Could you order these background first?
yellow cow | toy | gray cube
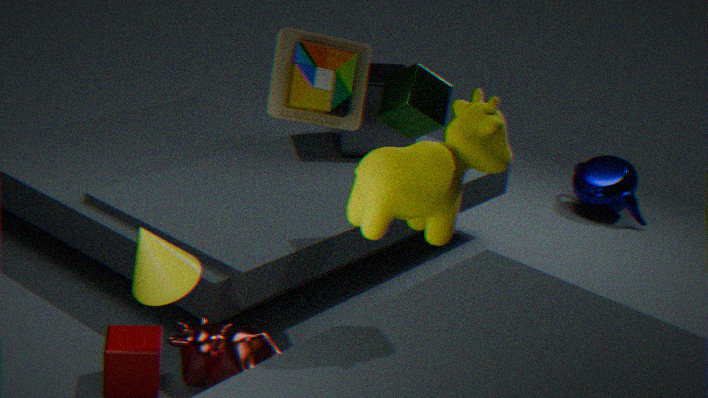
gray cube → toy → yellow cow
